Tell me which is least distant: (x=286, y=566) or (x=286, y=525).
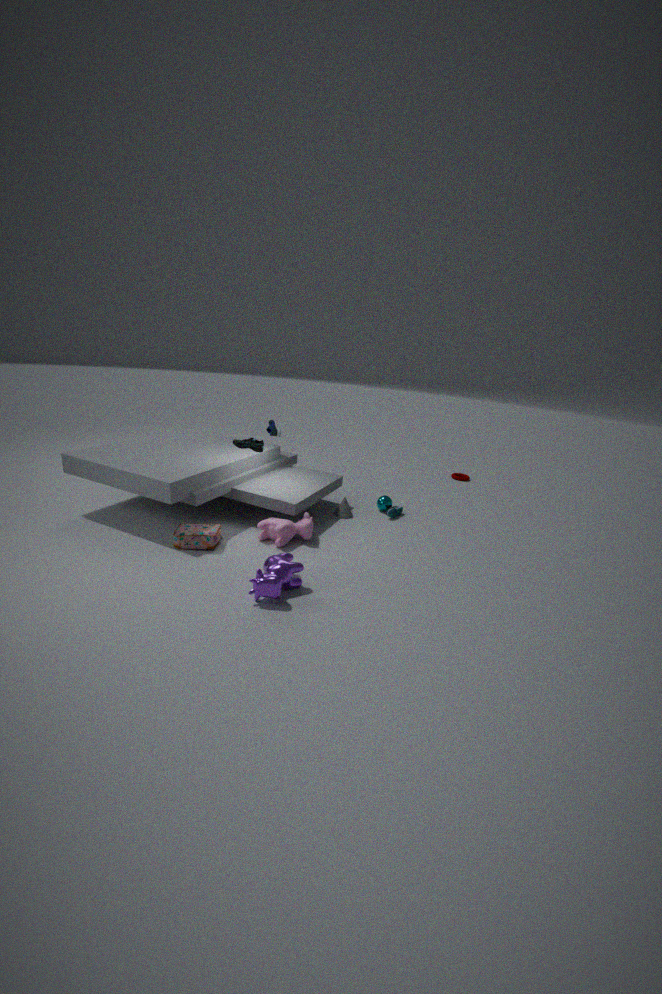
(x=286, y=566)
